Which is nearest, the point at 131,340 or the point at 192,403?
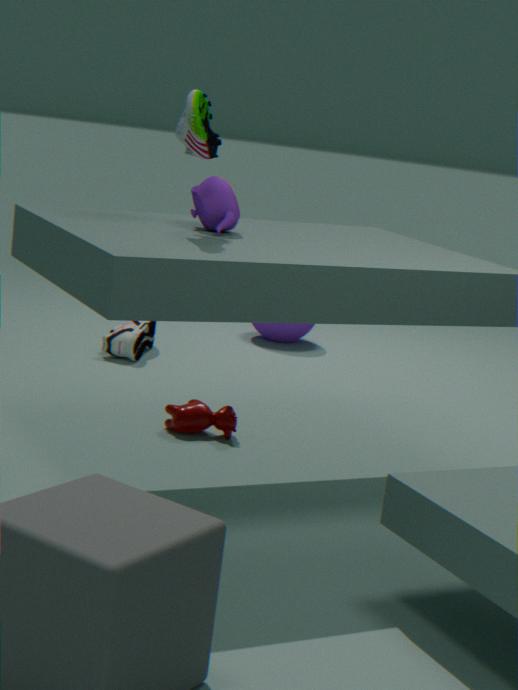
the point at 192,403
